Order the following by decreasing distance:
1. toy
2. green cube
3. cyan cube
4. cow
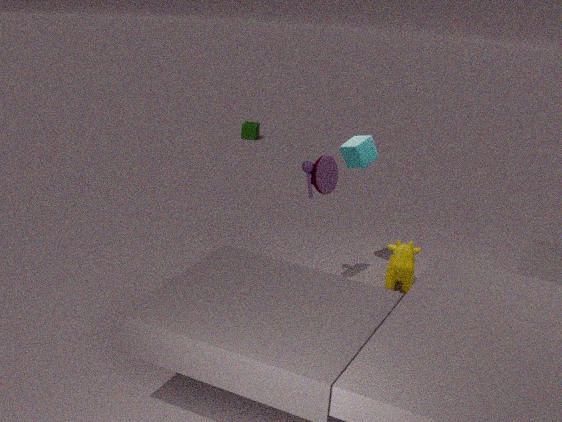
green cube
cyan cube
cow
toy
